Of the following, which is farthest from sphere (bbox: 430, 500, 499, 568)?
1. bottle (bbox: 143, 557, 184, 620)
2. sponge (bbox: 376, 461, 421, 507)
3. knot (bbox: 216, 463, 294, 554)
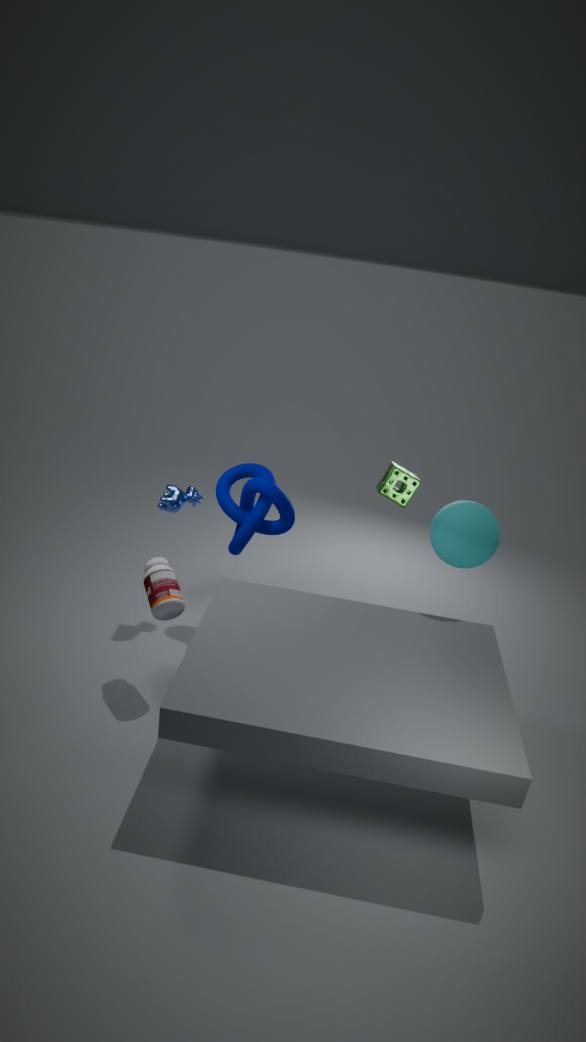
bottle (bbox: 143, 557, 184, 620)
